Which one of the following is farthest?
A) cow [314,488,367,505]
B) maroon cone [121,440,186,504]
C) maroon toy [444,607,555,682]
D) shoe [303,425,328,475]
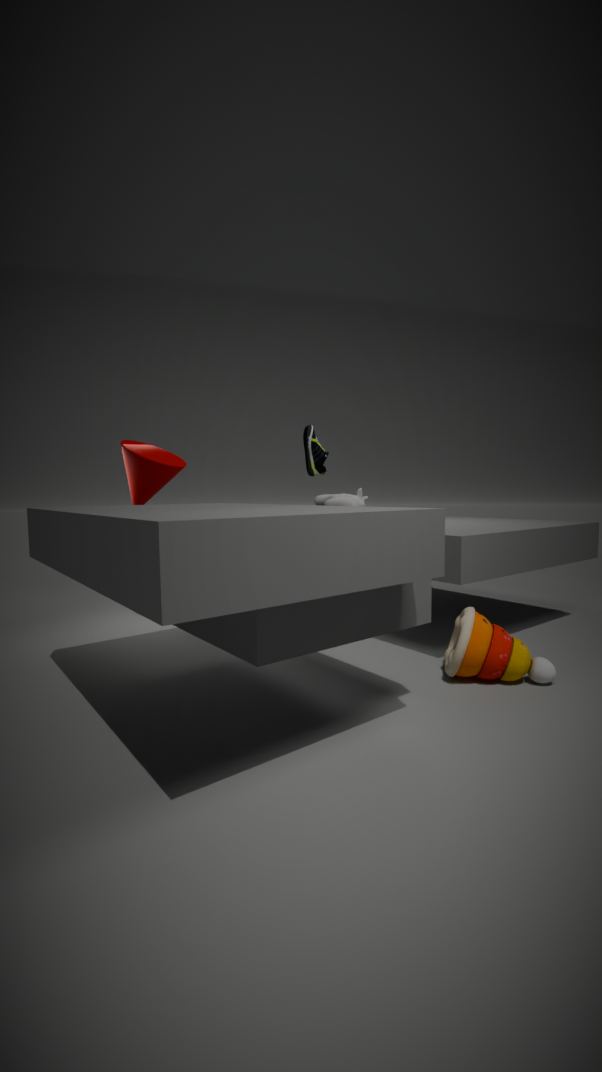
cow [314,488,367,505]
